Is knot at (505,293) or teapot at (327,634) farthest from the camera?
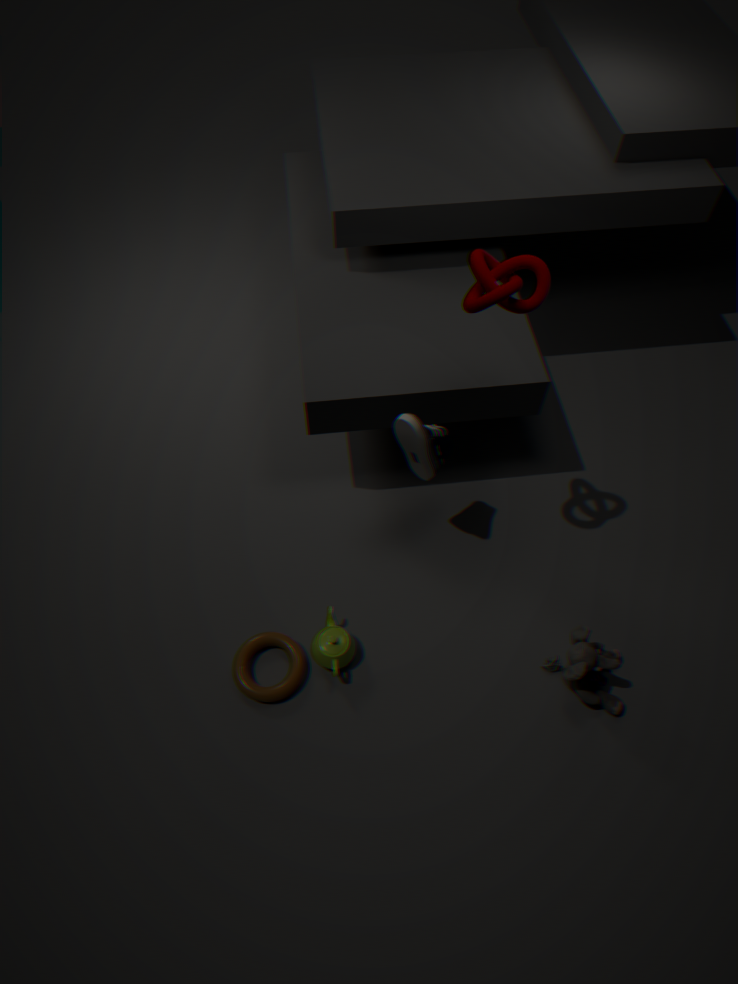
teapot at (327,634)
